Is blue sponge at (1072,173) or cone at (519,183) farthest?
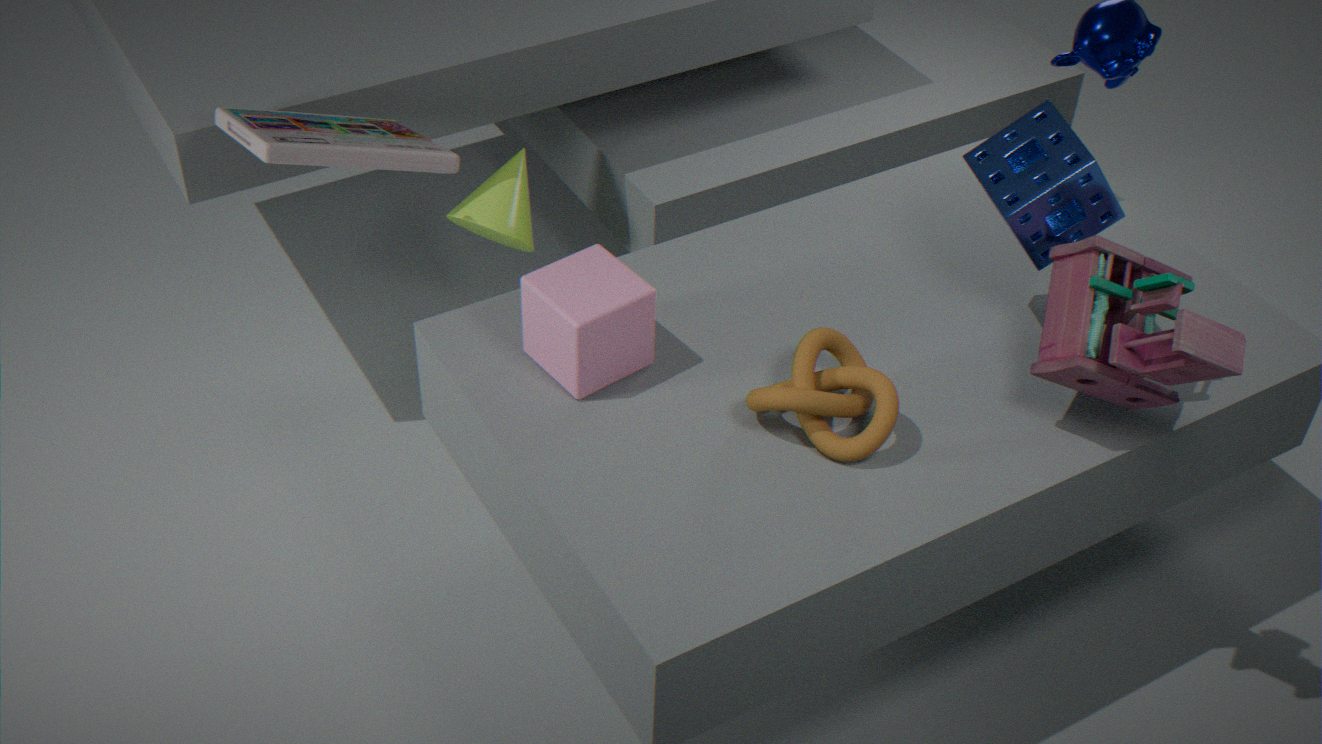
cone at (519,183)
